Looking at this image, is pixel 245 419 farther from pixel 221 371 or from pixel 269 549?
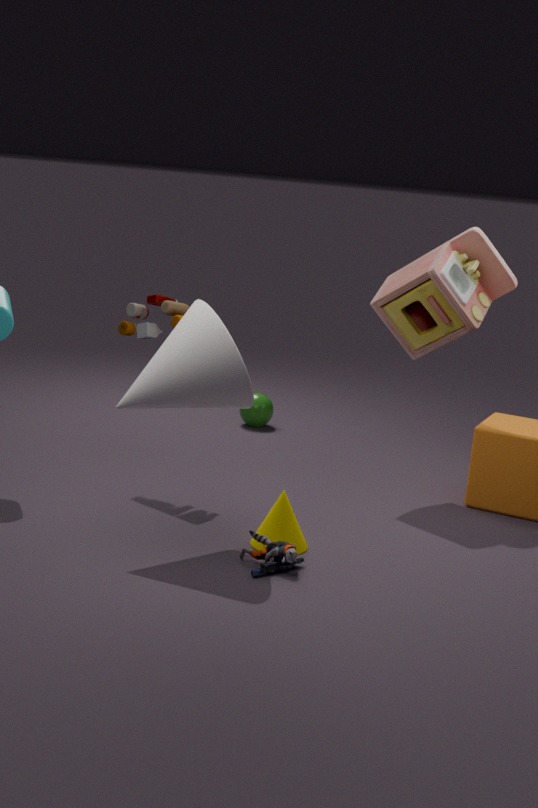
pixel 269 549
